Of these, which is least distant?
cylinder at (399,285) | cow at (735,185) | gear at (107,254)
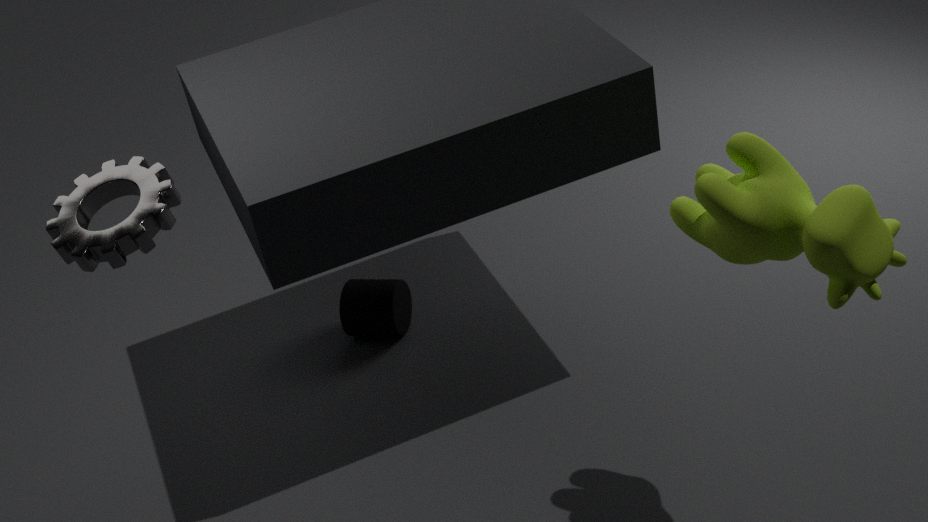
gear at (107,254)
